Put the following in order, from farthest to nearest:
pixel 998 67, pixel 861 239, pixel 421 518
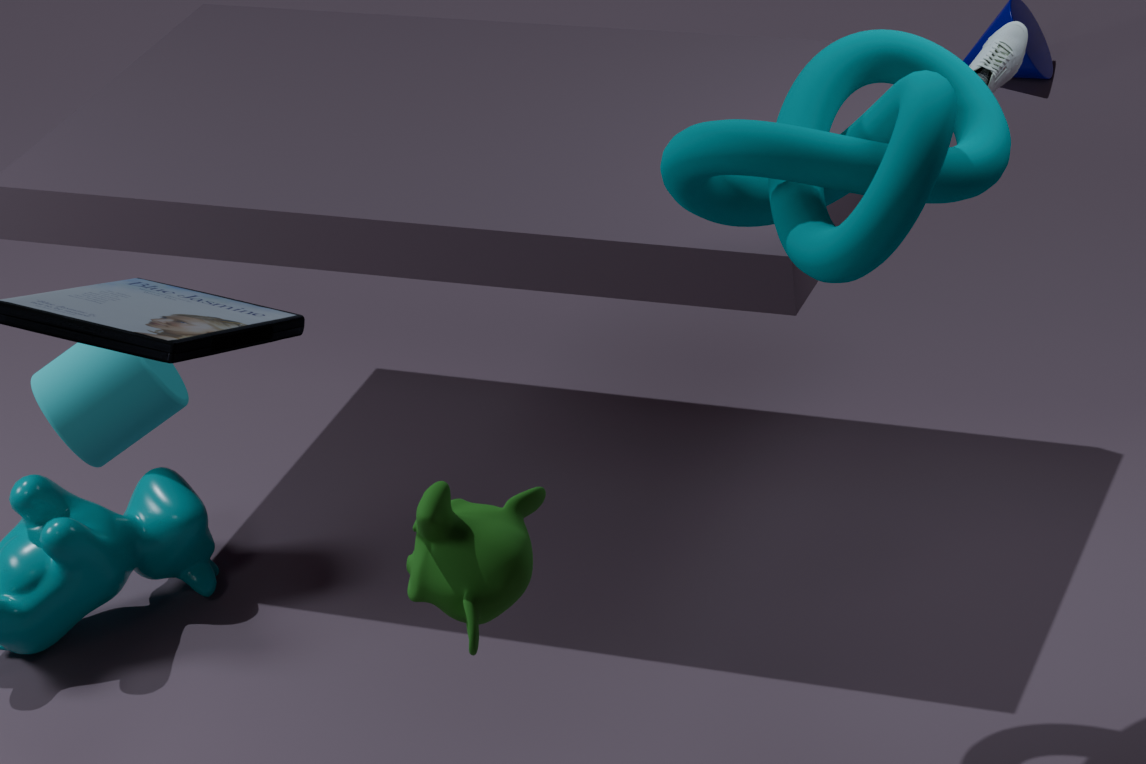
pixel 998 67
pixel 861 239
pixel 421 518
